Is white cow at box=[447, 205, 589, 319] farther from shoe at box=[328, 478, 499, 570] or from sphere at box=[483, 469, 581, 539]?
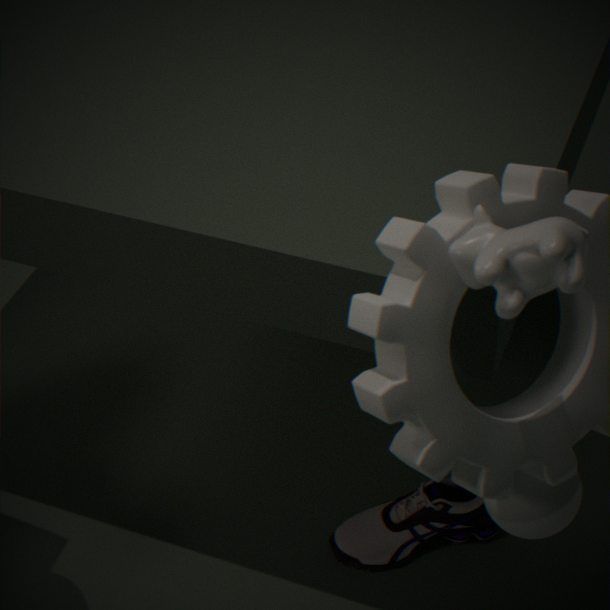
shoe at box=[328, 478, 499, 570]
